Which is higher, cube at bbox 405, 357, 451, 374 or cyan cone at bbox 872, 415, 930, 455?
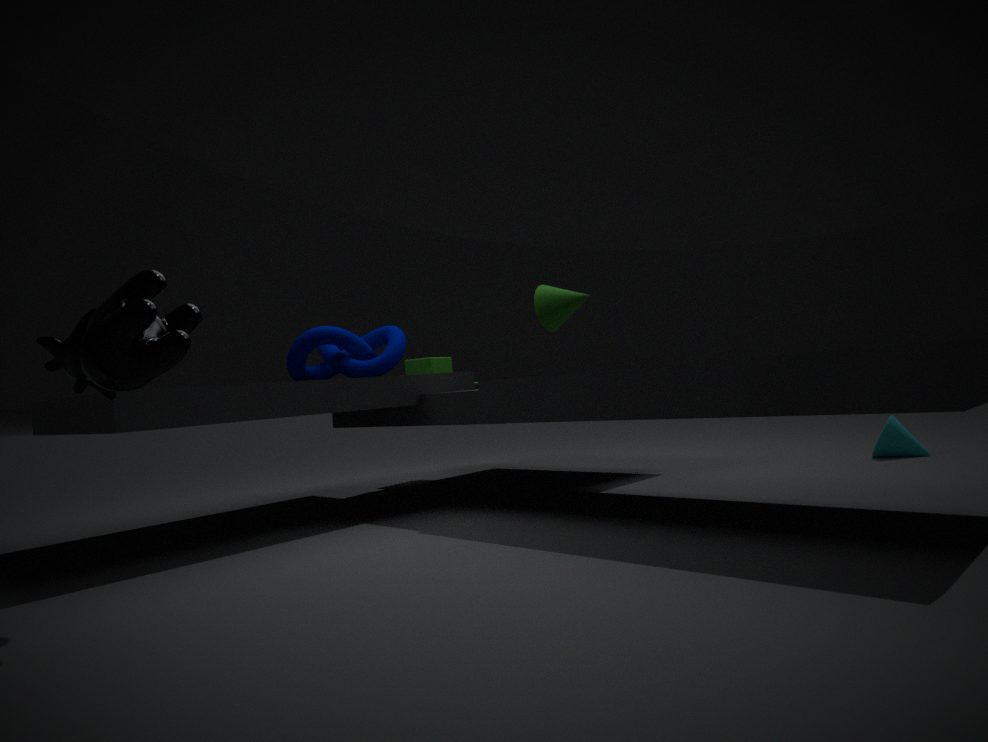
cube at bbox 405, 357, 451, 374
